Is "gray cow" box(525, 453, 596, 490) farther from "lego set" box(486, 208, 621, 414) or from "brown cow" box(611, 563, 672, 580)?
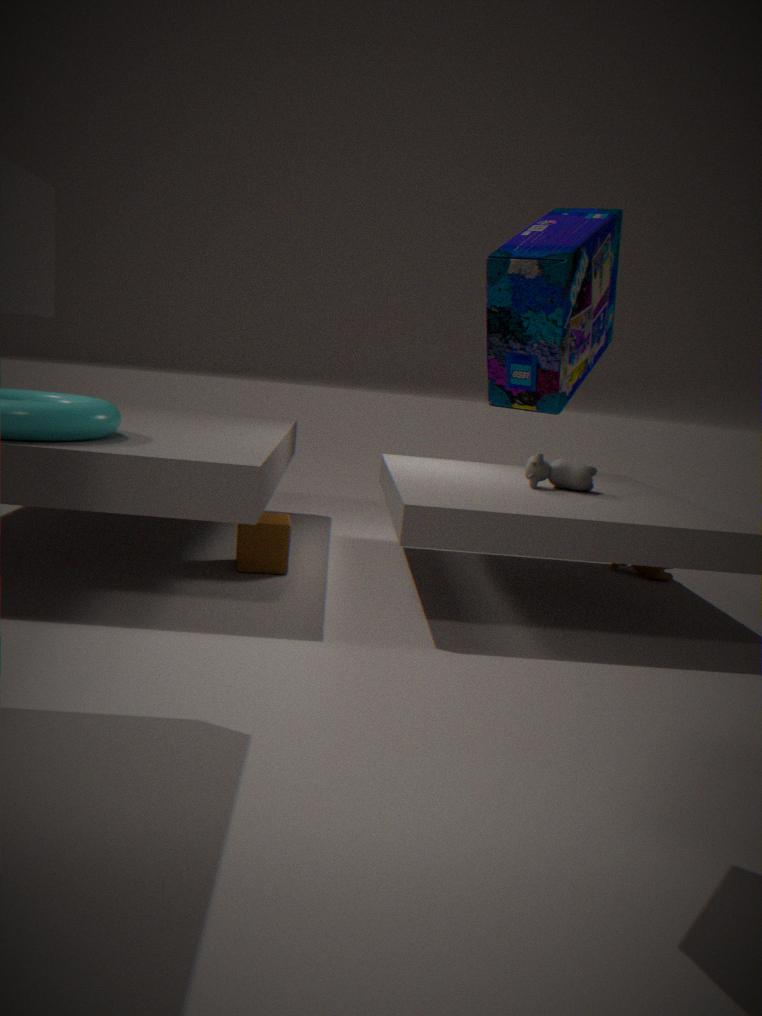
"lego set" box(486, 208, 621, 414)
